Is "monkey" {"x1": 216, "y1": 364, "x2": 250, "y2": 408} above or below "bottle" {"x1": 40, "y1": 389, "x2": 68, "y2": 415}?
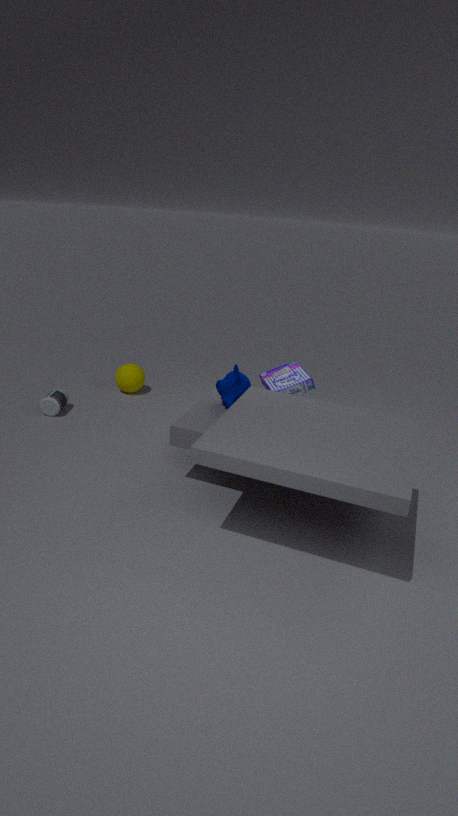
above
